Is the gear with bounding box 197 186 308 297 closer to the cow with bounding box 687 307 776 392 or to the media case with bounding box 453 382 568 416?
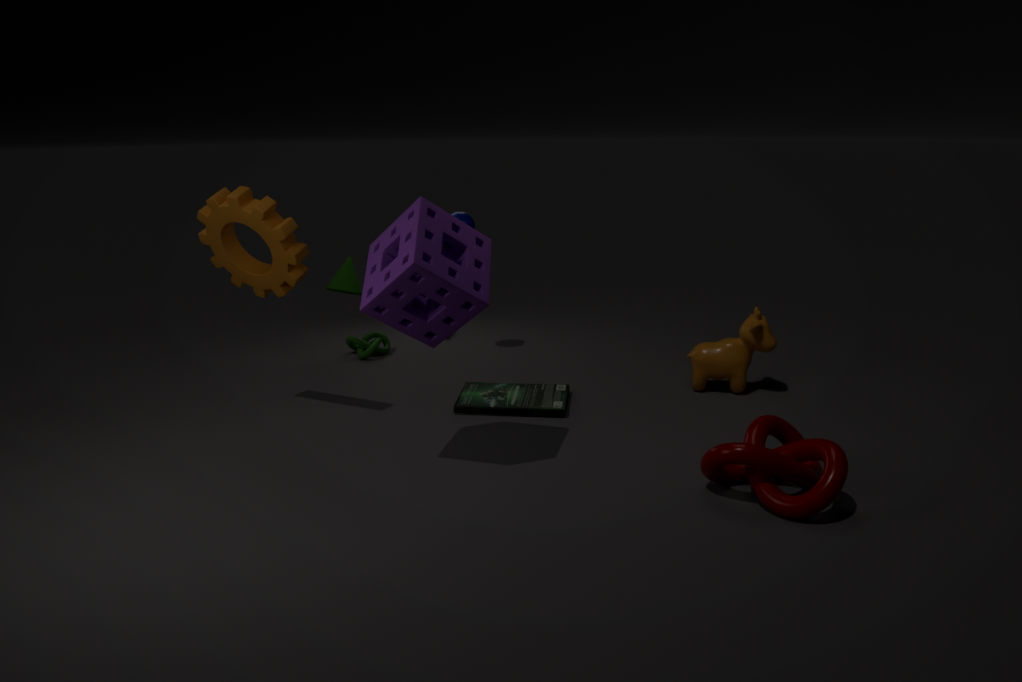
the media case with bounding box 453 382 568 416
